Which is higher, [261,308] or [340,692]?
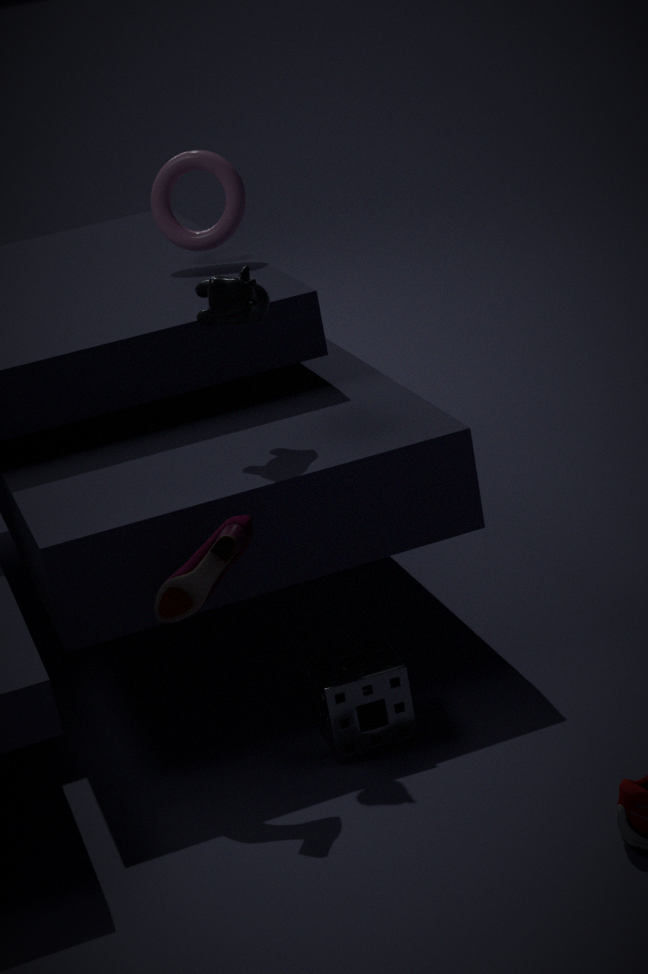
[261,308]
